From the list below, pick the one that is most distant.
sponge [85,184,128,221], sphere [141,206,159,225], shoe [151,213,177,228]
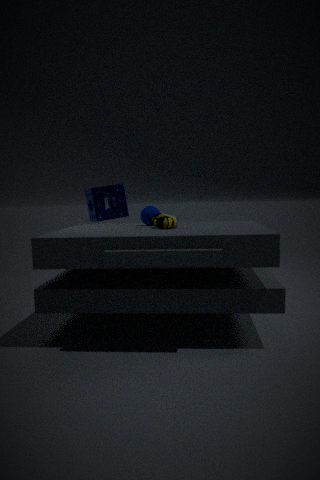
sponge [85,184,128,221]
